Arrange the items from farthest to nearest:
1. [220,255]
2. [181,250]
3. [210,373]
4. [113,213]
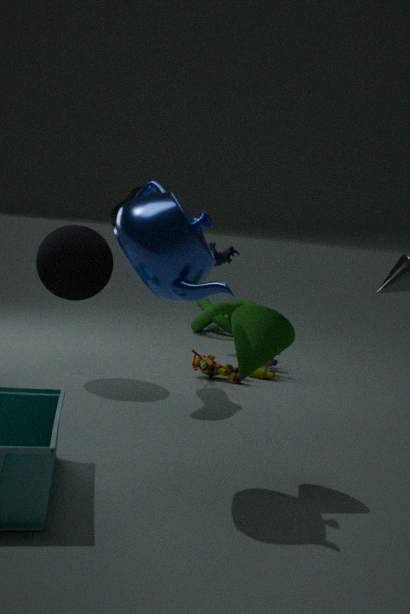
[220,255] → [210,373] → [113,213] → [181,250]
